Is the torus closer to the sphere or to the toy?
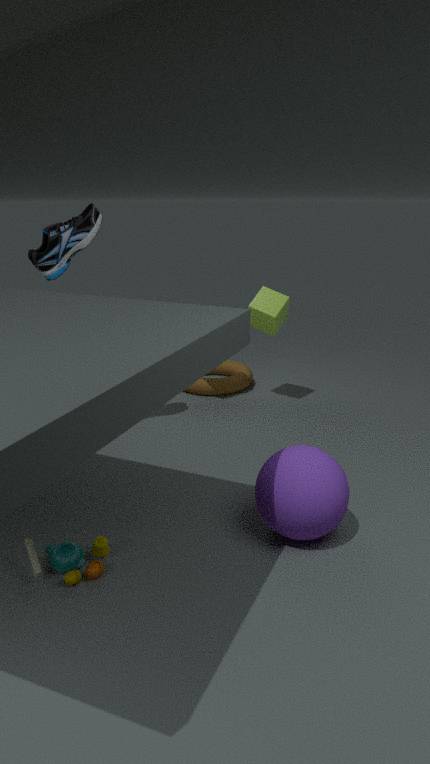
the sphere
